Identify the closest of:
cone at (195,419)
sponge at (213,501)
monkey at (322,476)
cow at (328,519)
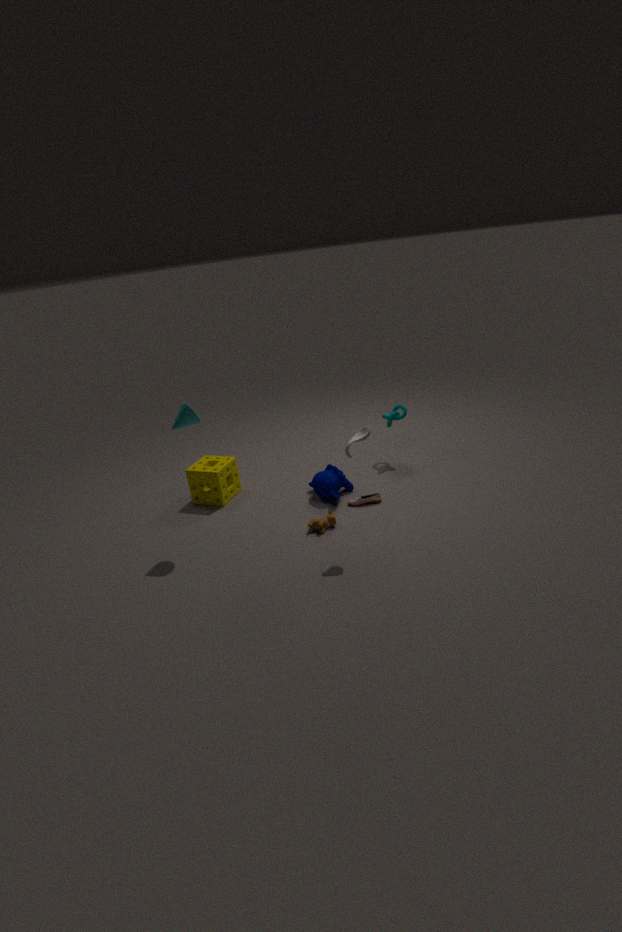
cone at (195,419)
